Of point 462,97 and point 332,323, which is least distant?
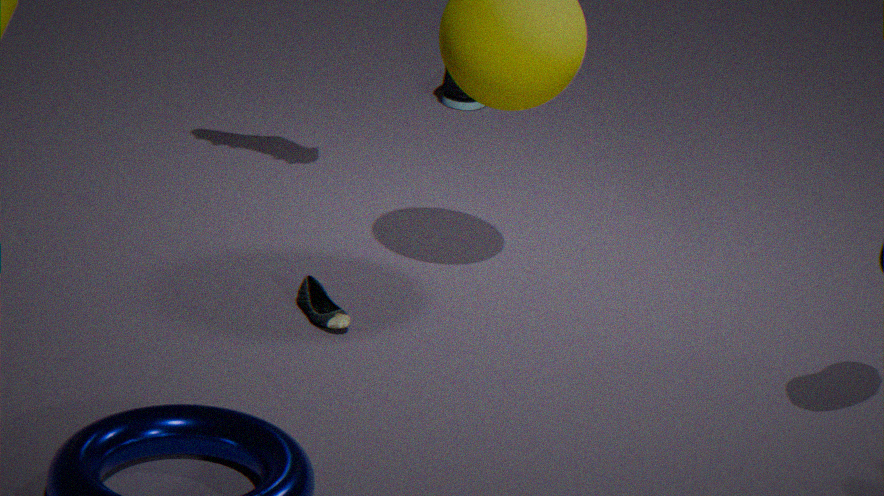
point 332,323
